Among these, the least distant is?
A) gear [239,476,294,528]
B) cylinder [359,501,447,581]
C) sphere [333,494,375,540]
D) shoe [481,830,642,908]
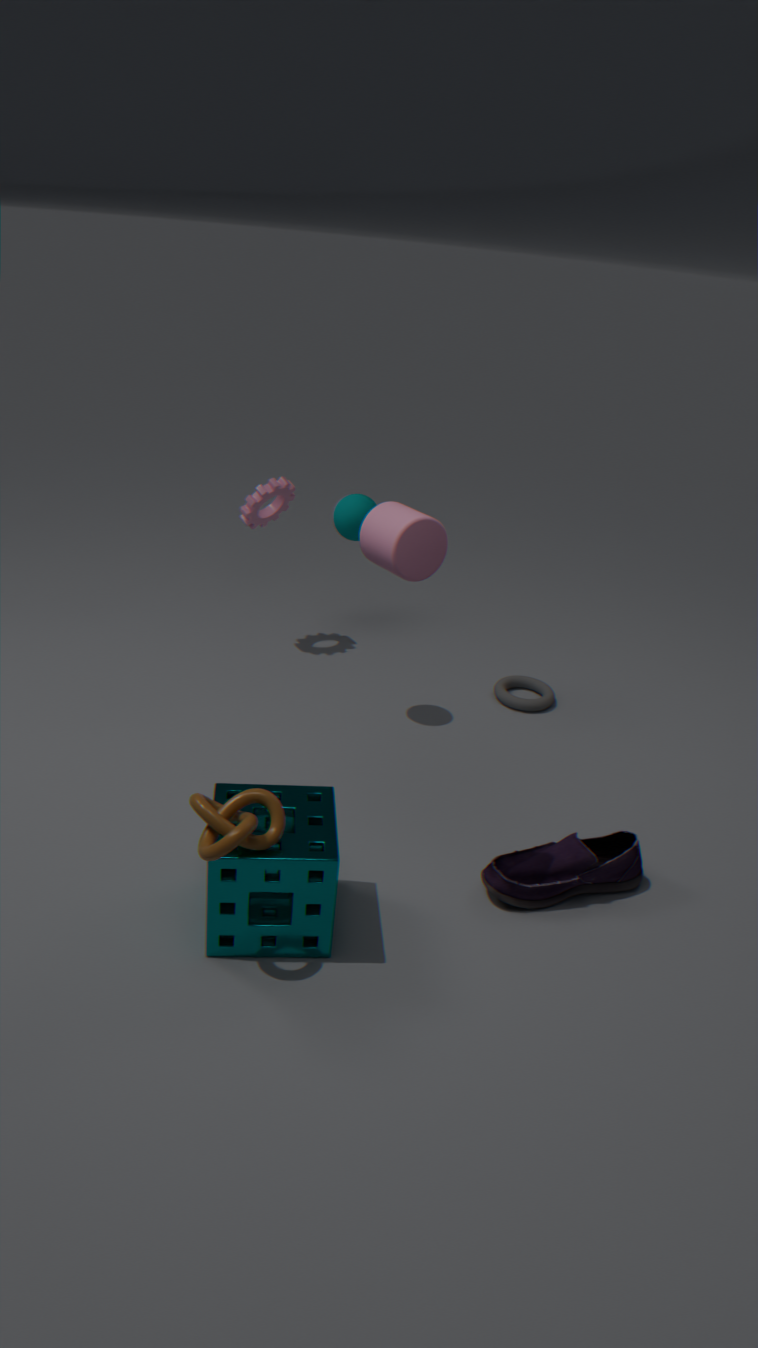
cylinder [359,501,447,581]
